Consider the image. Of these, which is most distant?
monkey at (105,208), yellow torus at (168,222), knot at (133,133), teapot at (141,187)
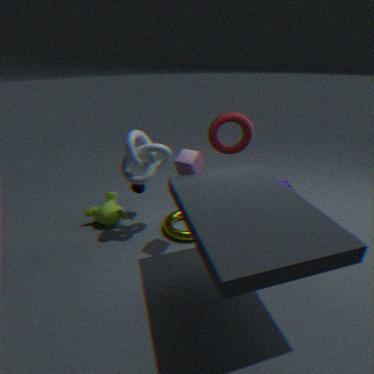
teapot at (141,187)
